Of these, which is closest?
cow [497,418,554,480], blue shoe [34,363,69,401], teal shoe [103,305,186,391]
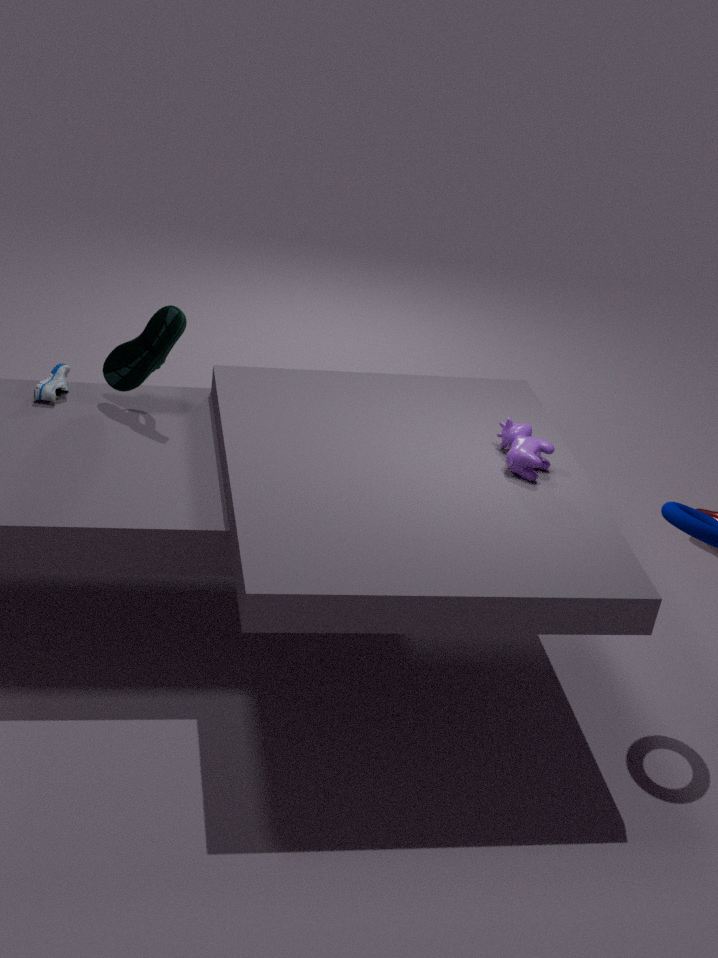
cow [497,418,554,480]
